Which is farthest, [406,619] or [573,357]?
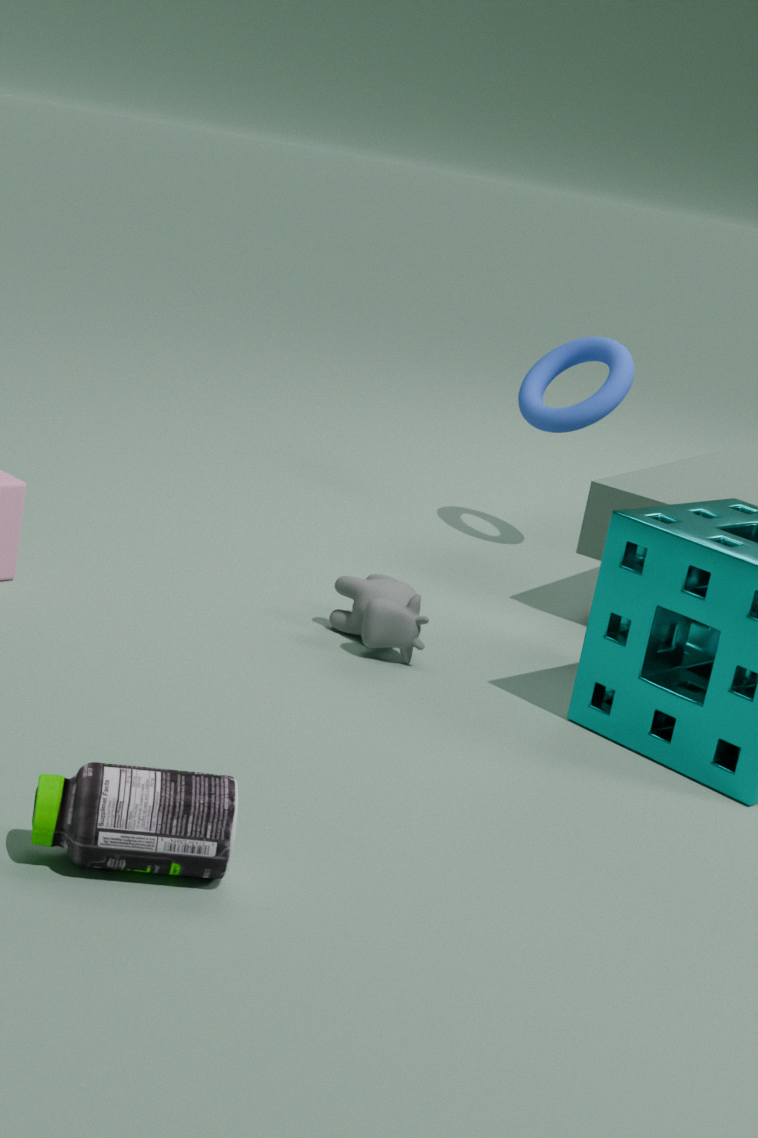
[573,357]
